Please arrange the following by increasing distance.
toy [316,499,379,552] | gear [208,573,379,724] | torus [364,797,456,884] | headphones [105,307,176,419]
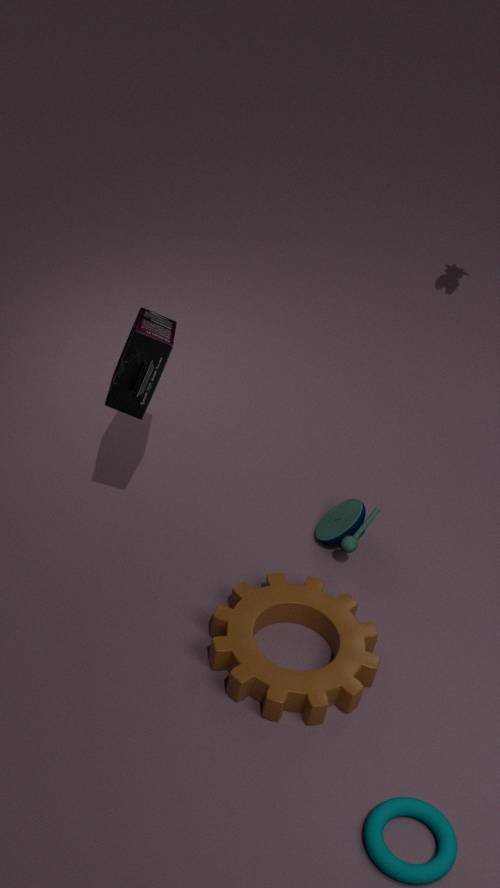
torus [364,797,456,884]
gear [208,573,379,724]
headphones [105,307,176,419]
toy [316,499,379,552]
